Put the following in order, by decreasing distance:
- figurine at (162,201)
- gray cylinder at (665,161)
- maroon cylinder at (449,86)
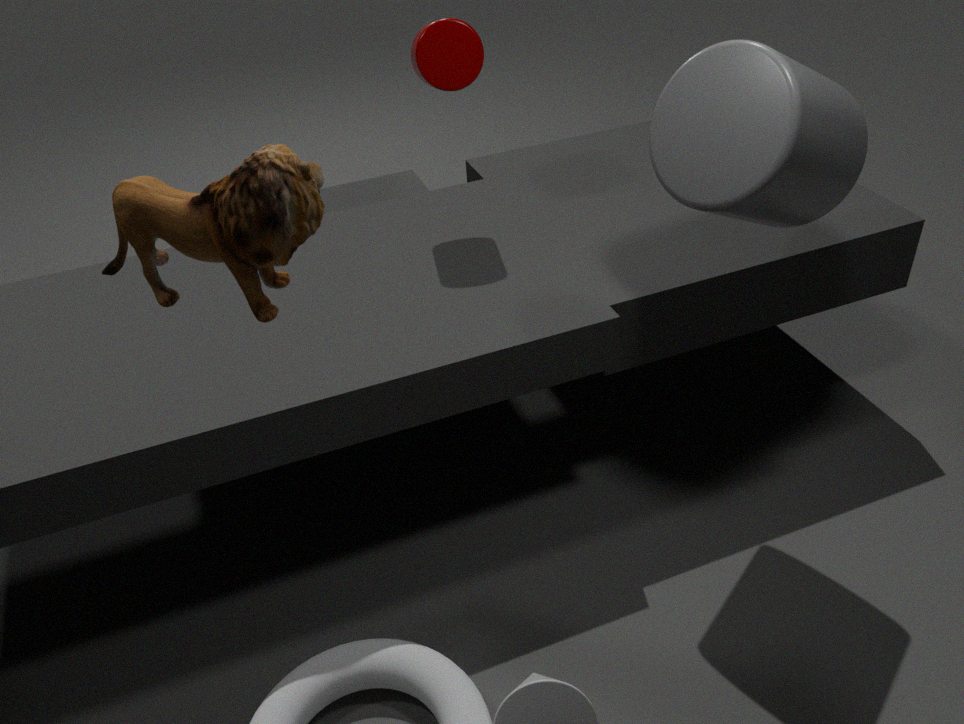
maroon cylinder at (449,86) < gray cylinder at (665,161) < figurine at (162,201)
